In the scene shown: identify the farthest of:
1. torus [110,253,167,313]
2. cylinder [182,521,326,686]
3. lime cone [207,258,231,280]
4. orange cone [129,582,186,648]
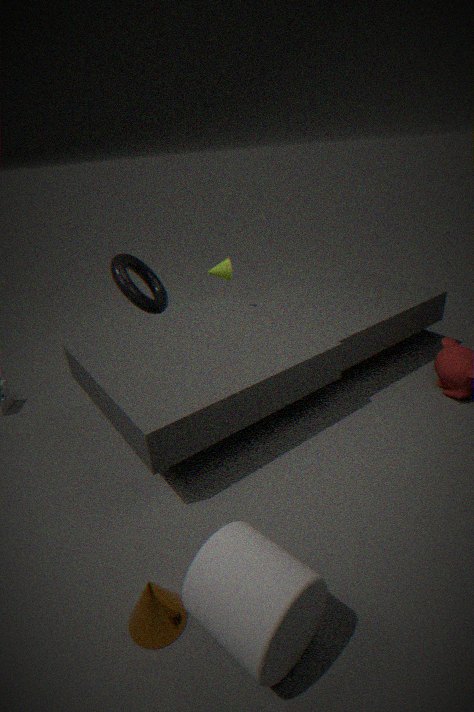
lime cone [207,258,231,280]
